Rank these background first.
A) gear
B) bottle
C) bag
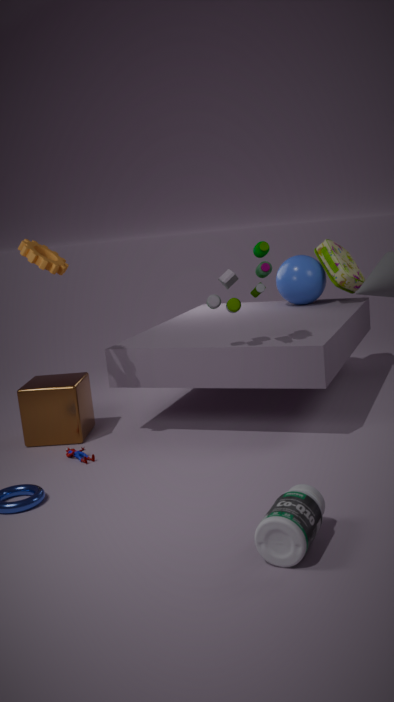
bag < gear < bottle
